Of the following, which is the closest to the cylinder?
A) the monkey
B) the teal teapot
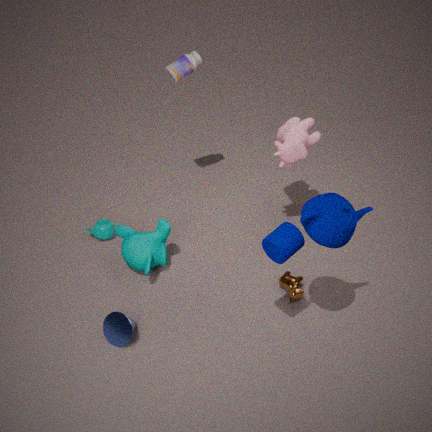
the monkey
